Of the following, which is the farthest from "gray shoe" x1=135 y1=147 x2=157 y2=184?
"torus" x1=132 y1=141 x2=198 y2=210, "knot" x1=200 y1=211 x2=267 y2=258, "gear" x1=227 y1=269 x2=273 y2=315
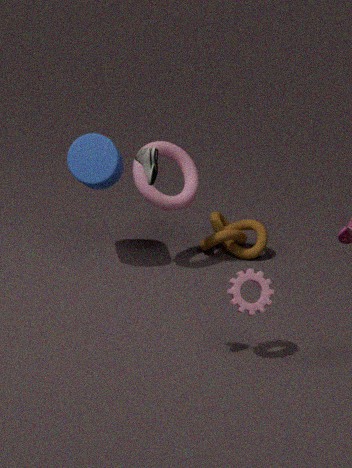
"knot" x1=200 y1=211 x2=267 y2=258
